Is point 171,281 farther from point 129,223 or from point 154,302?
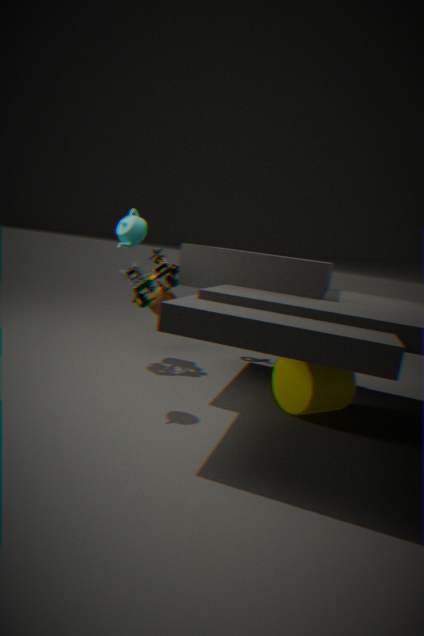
point 129,223
